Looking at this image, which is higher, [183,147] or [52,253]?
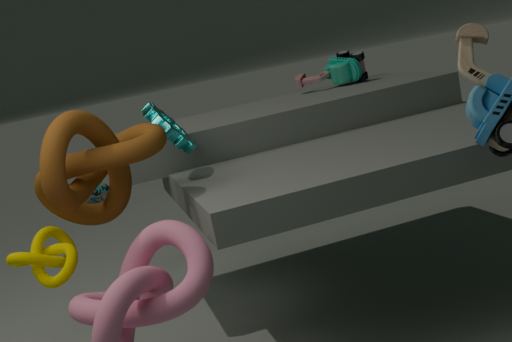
[183,147]
